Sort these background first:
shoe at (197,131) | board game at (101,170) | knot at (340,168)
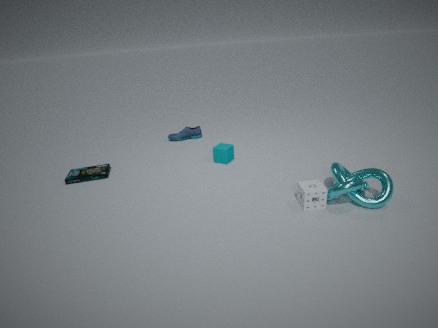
1. shoe at (197,131)
2. board game at (101,170)
3. knot at (340,168)
